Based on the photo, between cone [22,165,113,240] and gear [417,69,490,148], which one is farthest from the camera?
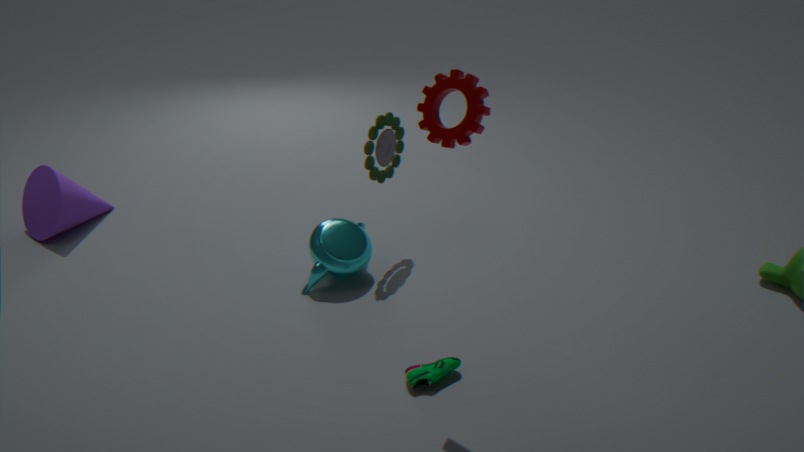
cone [22,165,113,240]
